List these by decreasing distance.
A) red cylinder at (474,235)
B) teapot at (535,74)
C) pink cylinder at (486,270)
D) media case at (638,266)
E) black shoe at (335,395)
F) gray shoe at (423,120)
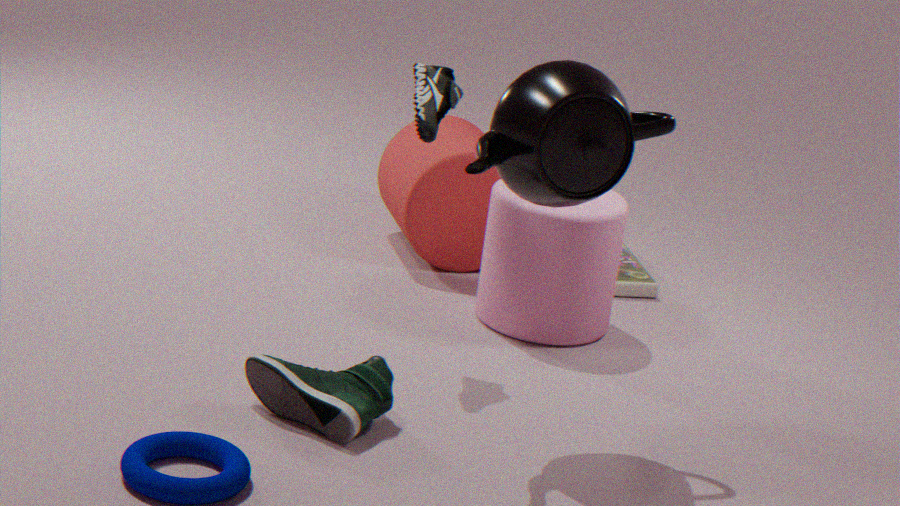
D. media case at (638,266) → A. red cylinder at (474,235) → C. pink cylinder at (486,270) → F. gray shoe at (423,120) → E. black shoe at (335,395) → B. teapot at (535,74)
